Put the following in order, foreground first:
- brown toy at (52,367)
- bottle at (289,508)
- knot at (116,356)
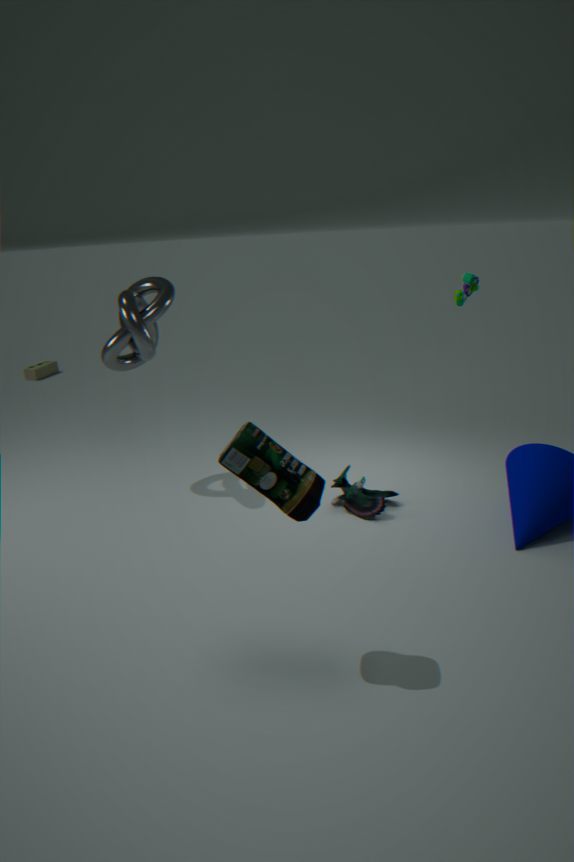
bottle at (289,508), knot at (116,356), brown toy at (52,367)
